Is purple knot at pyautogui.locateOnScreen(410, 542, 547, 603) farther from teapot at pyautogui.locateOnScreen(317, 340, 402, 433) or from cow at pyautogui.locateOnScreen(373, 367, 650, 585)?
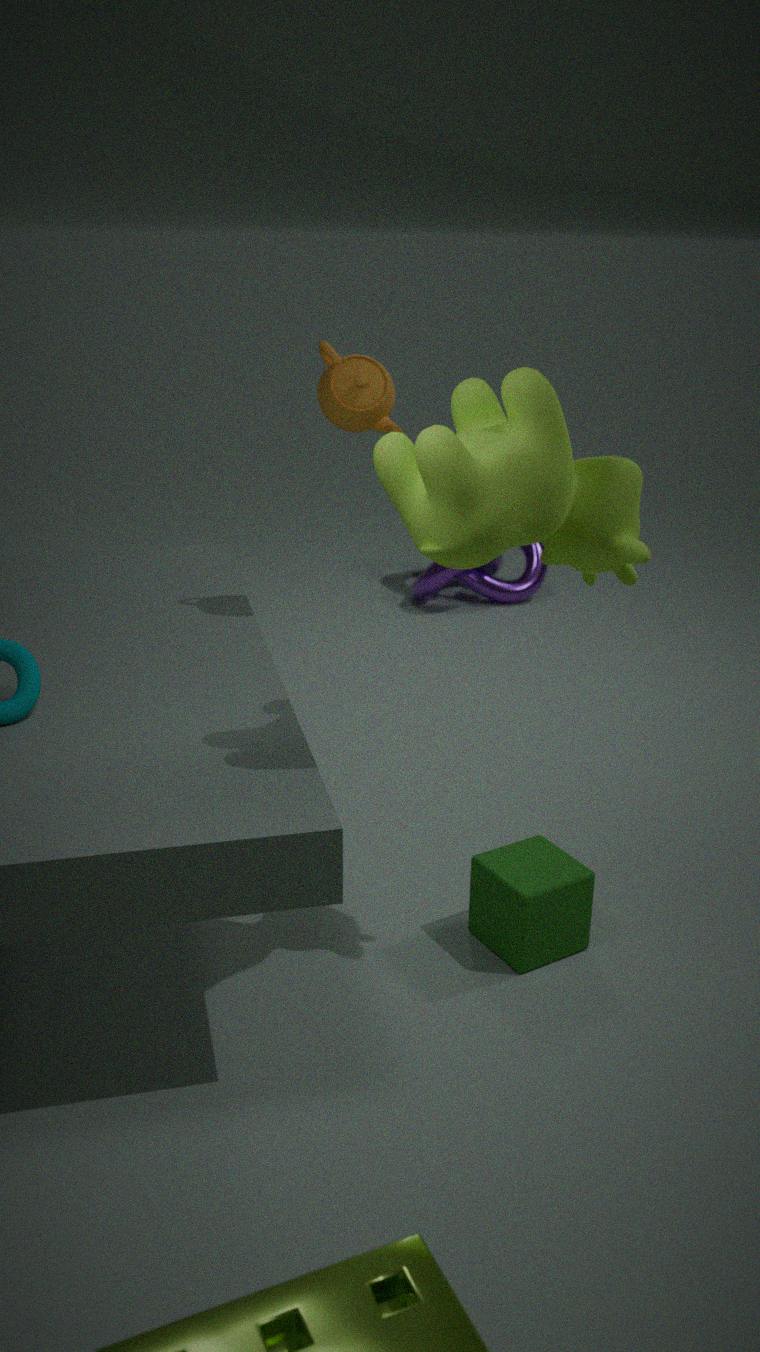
cow at pyautogui.locateOnScreen(373, 367, 650, 585)
